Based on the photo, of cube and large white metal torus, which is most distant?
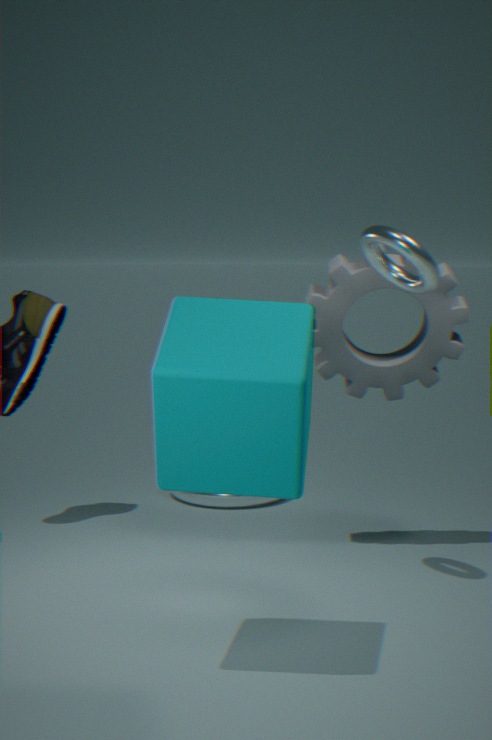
large white metal torus
